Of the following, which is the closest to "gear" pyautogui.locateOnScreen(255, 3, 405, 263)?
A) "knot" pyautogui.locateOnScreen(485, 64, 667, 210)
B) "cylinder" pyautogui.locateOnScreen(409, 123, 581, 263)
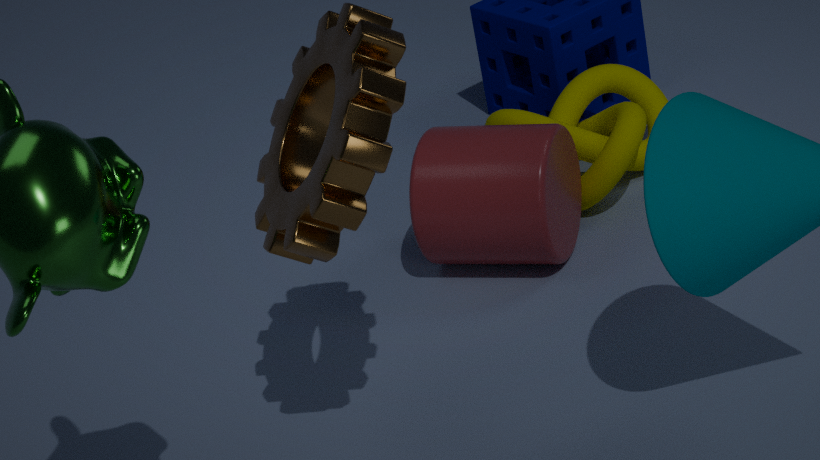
"cylinder" pyautogui.locateOnScreen(409, 123, 581, 263)
